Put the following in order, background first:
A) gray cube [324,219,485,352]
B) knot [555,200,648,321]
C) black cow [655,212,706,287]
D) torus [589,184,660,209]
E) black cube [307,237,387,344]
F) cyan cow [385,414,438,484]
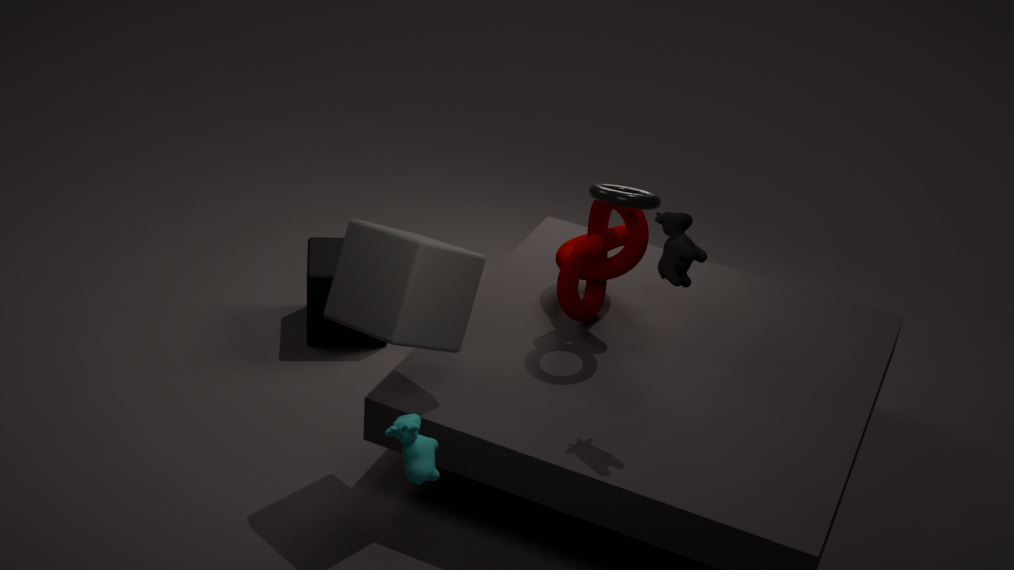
black cube [307,237,387,344], knot [555,200,648,321], torus [589,184,660,209], gray cube [324,219,485,352], black cow [655,212,706,287], cyan cow [385,414,438,484]
